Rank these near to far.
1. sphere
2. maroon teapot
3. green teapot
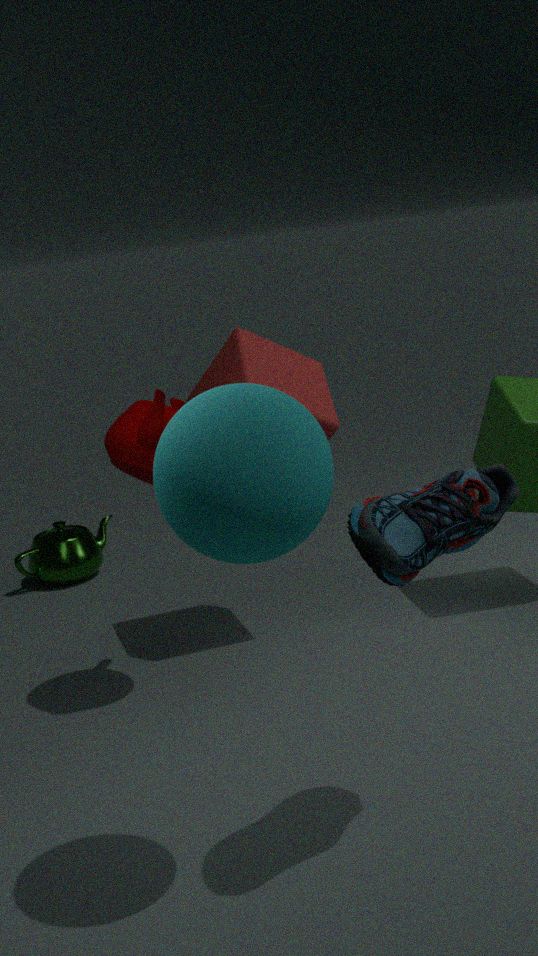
sphere, maroon teapot, green teapot
